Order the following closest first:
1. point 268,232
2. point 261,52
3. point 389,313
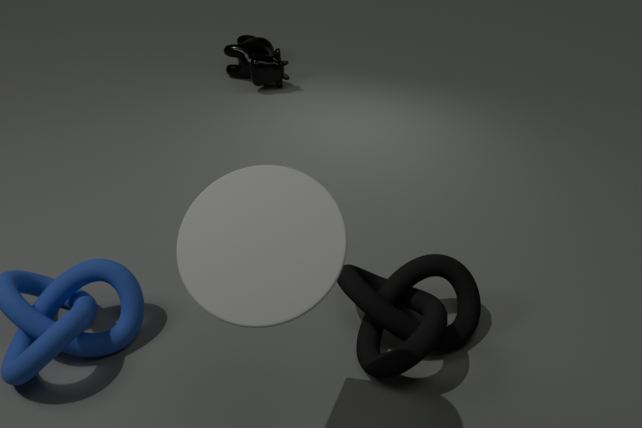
point 268,232
point 389,313
point 261,52
